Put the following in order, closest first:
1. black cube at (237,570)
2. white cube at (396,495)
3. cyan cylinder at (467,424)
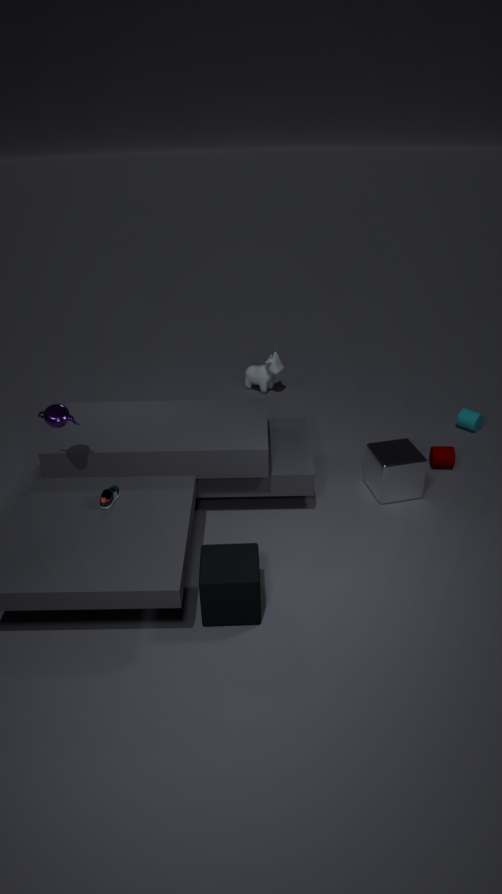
black cube at (237,570) → white cube at (396,495) → cyan cylinder at (467,424)
